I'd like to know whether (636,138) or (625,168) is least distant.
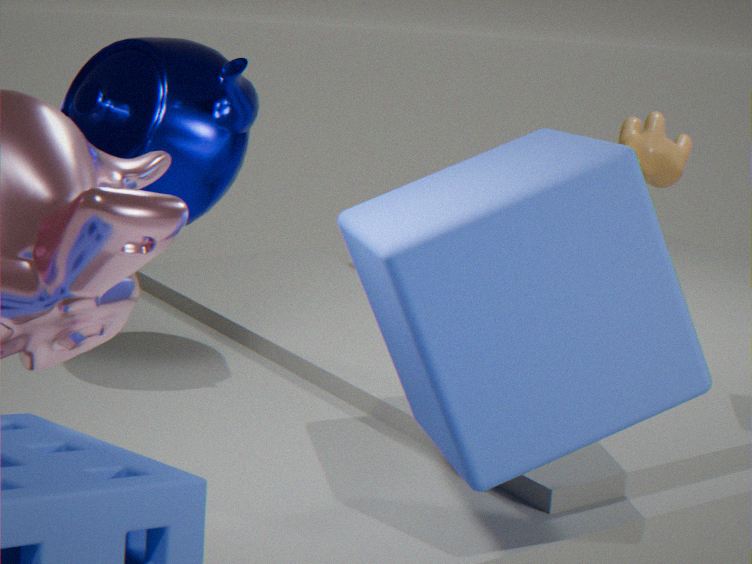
(625,168)
